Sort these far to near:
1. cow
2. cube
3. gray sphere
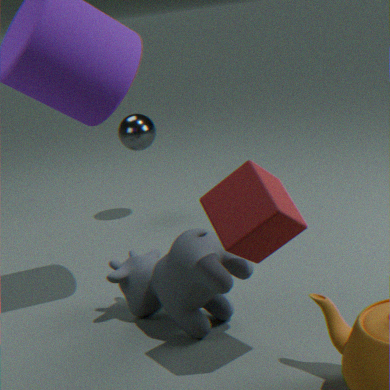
gray sphere
cow
cube
